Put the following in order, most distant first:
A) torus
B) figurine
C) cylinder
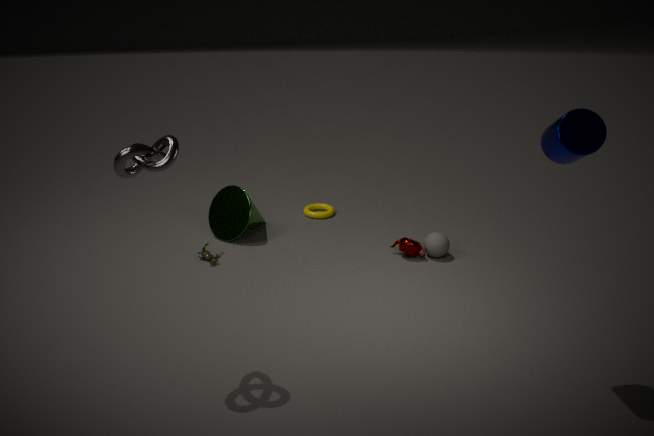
torus
figurine
cylinder
